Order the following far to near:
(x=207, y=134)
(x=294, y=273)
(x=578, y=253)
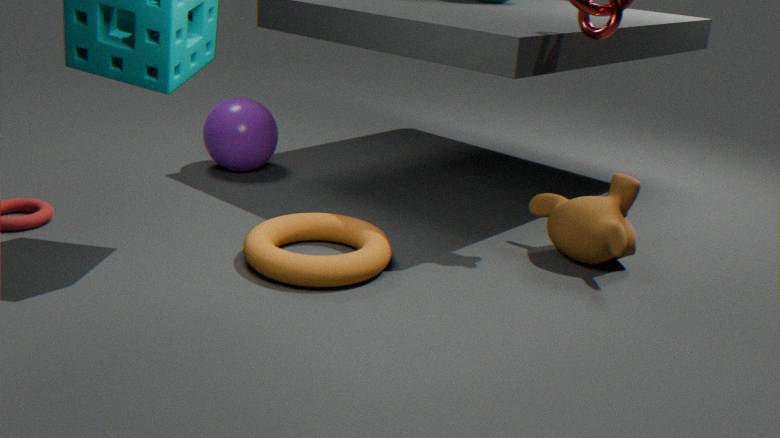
(x=207, y=134) → (x=578, y=253) → (x=294, y=273)
